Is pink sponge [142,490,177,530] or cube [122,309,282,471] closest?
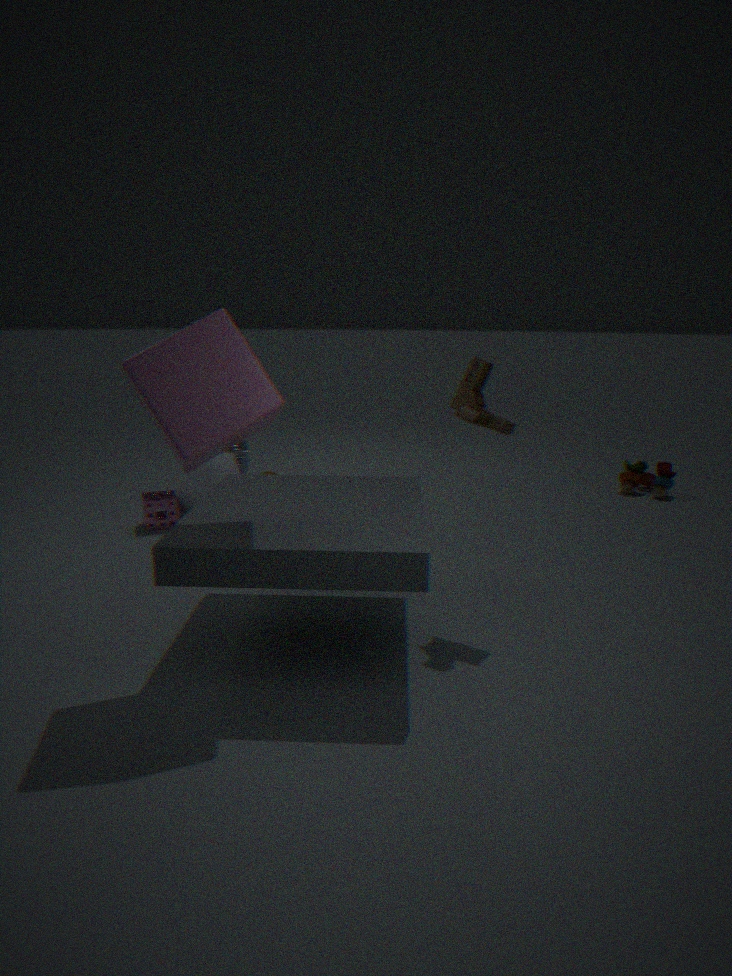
cube [122,309,282,471]
